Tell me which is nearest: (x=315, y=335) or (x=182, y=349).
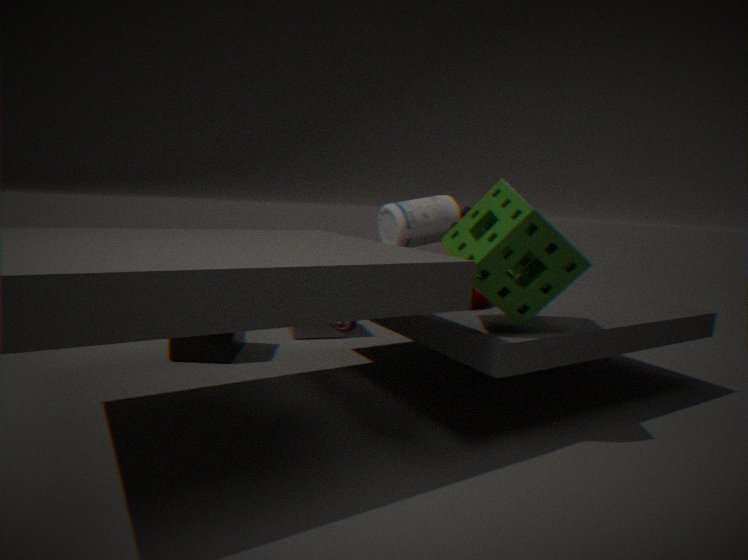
(x=182, y=349)
